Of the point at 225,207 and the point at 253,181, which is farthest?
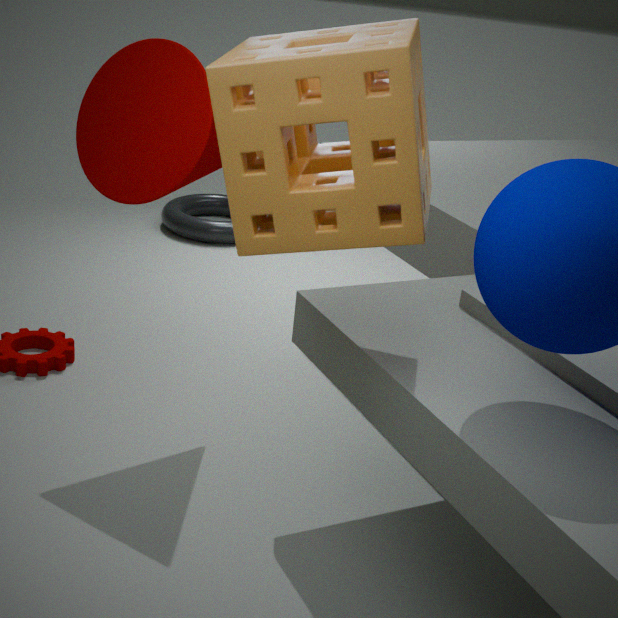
the point at 225,207
